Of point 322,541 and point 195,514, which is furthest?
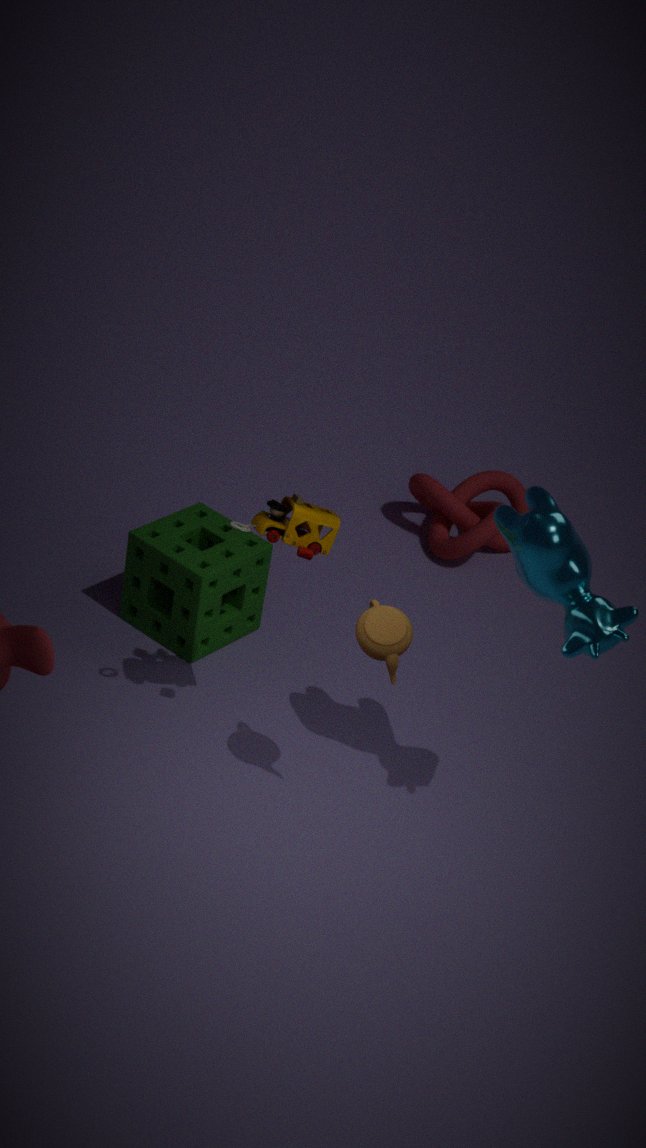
point 195,514
